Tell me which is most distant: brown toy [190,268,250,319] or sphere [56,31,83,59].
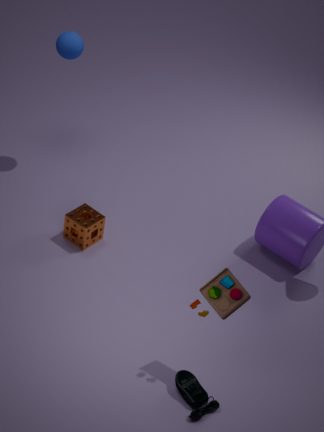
sphere [56,31,83,59]
